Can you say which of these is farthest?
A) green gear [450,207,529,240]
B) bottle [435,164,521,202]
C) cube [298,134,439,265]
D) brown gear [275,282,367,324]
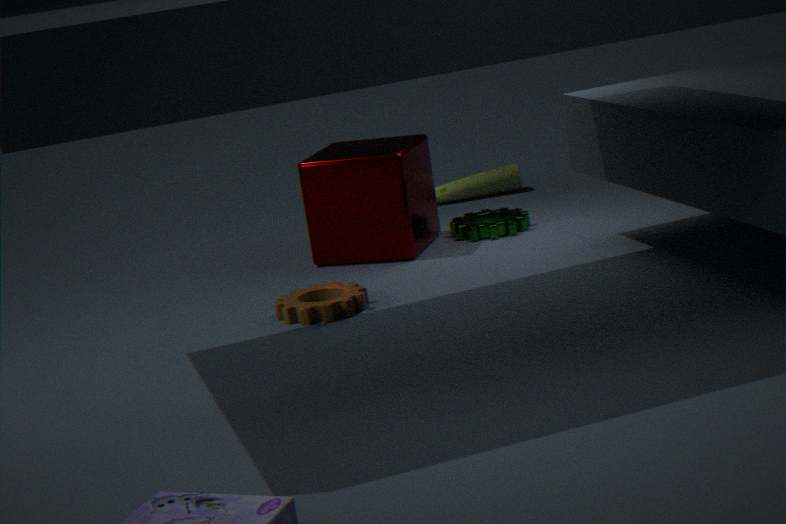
bottle [435,164,521,202]
